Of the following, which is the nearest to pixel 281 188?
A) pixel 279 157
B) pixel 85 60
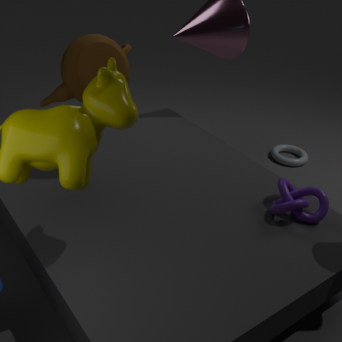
pixel 85 60
